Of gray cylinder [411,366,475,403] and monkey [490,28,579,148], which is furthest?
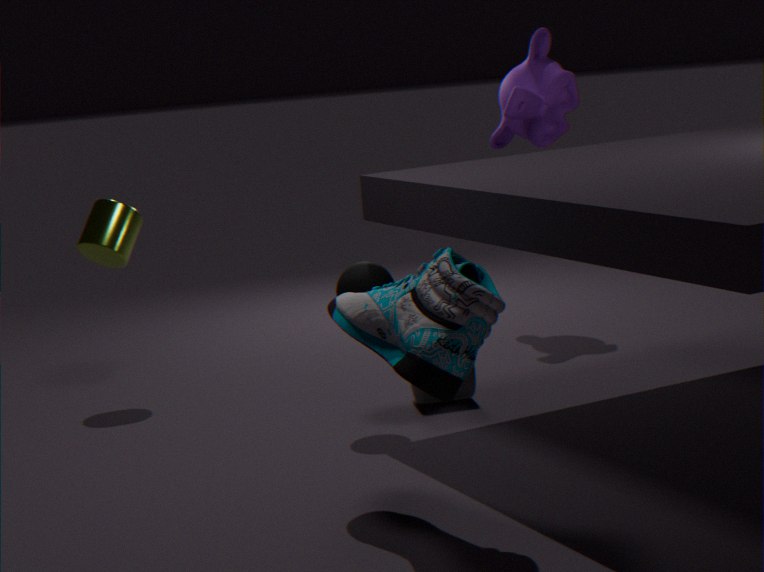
monkey [490,28,579,148]
